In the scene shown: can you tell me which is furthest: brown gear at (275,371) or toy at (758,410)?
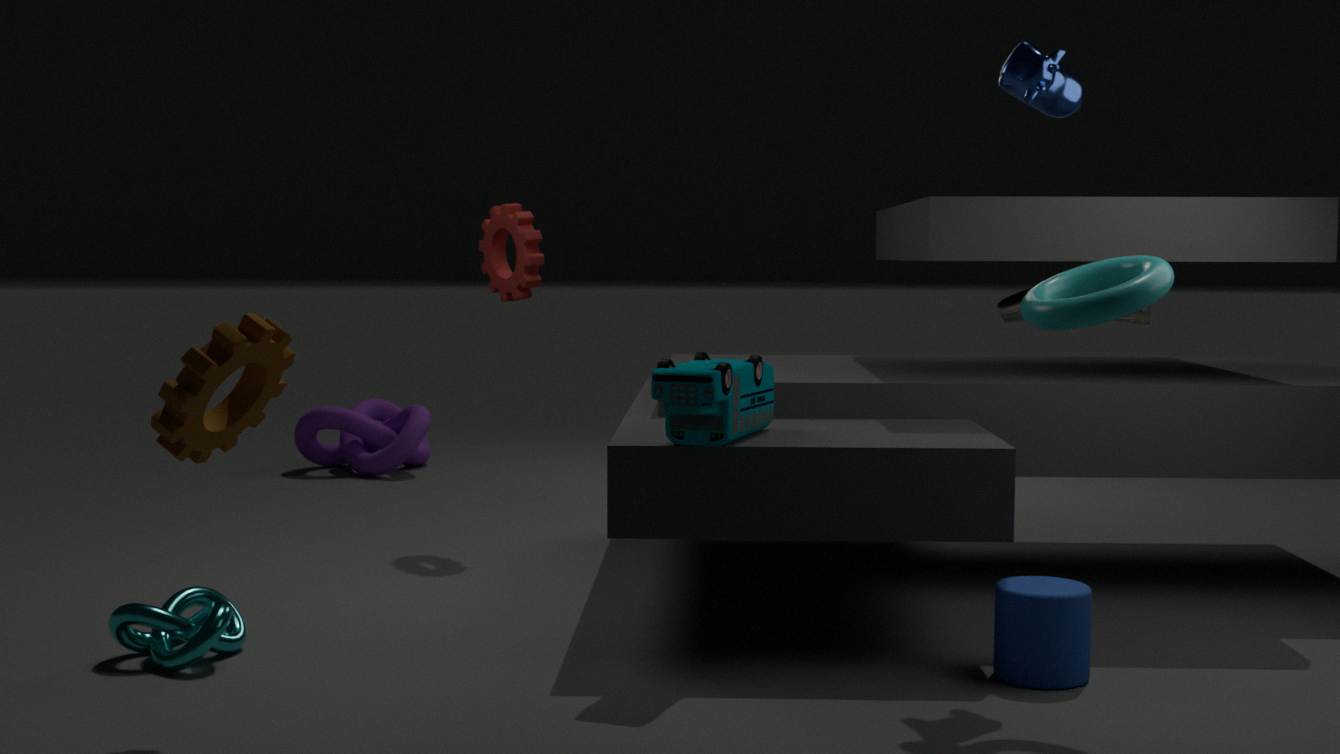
toy at (758,410)
